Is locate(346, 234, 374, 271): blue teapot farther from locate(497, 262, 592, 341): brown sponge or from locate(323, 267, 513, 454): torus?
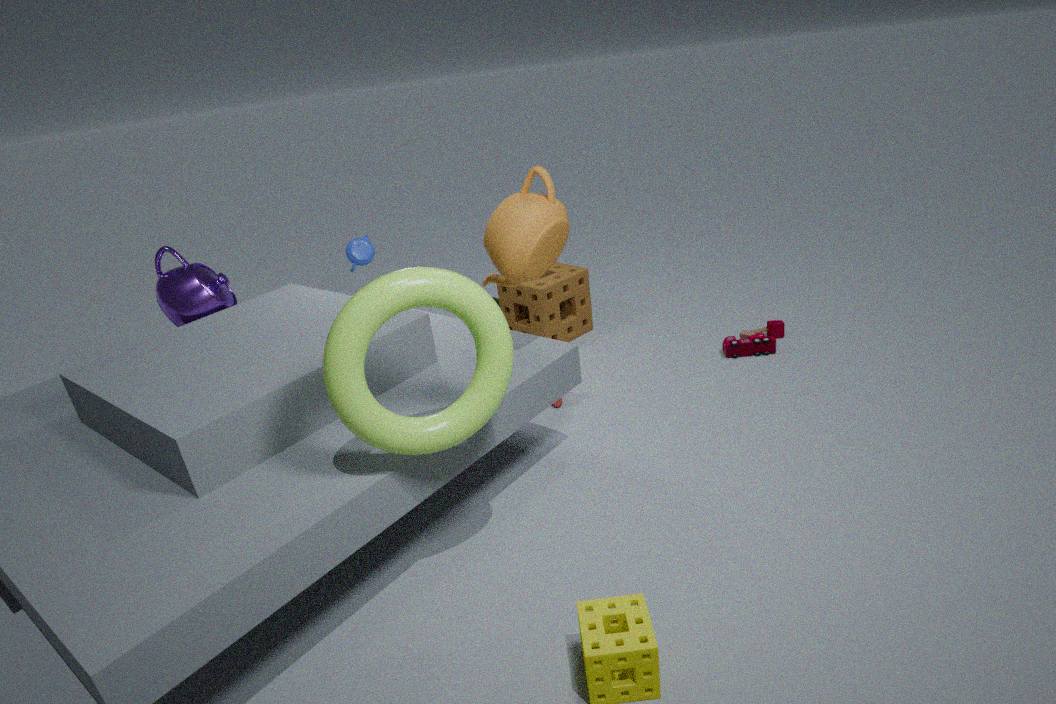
locate(323, 267, 513, 454): torus
